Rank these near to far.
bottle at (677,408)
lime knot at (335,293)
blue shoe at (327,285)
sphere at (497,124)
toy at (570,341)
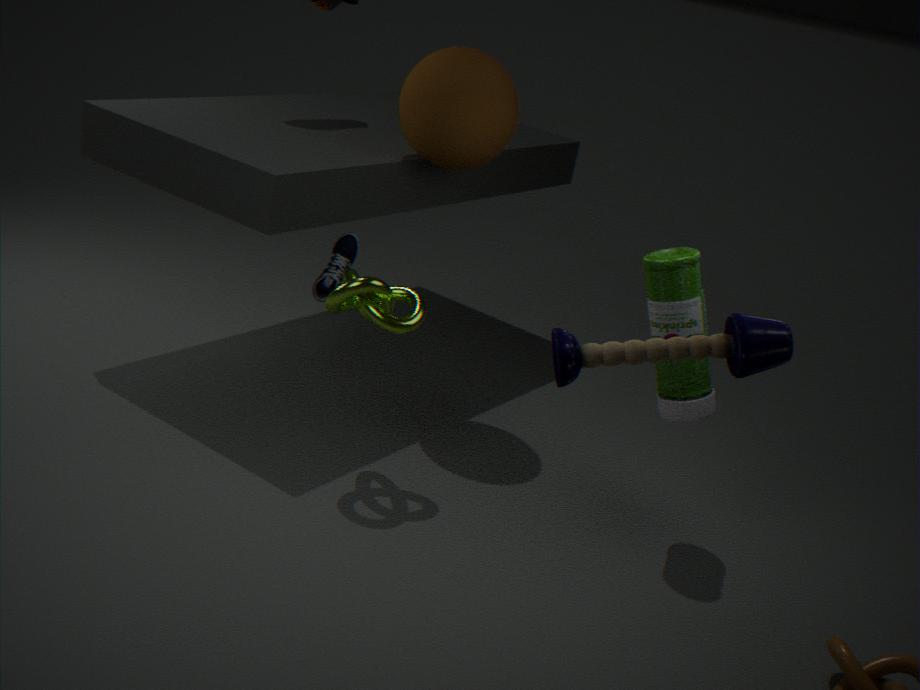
toy at (570,341) < bottle at (677,408) < lime knot at (335,293) < sphere at (497,124) < blue shoe at (327,285)
